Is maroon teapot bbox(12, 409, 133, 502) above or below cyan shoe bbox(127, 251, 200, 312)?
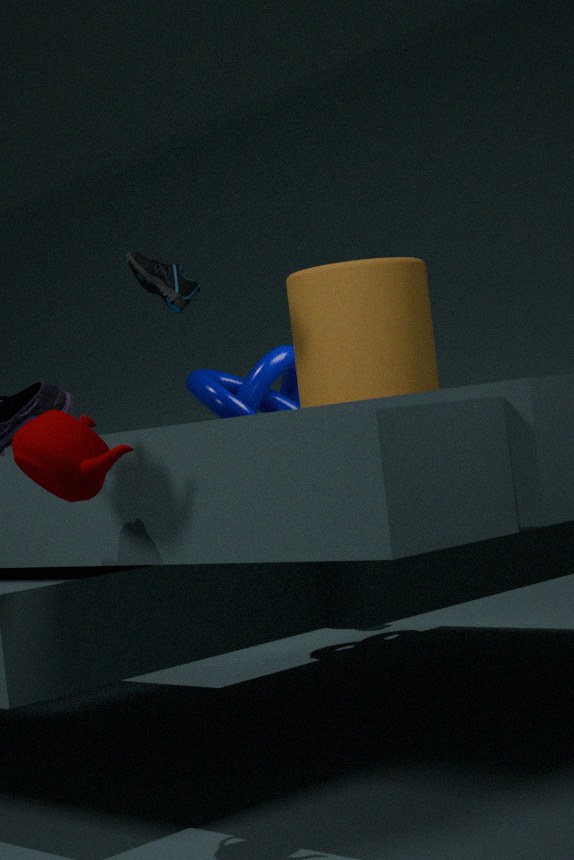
below
